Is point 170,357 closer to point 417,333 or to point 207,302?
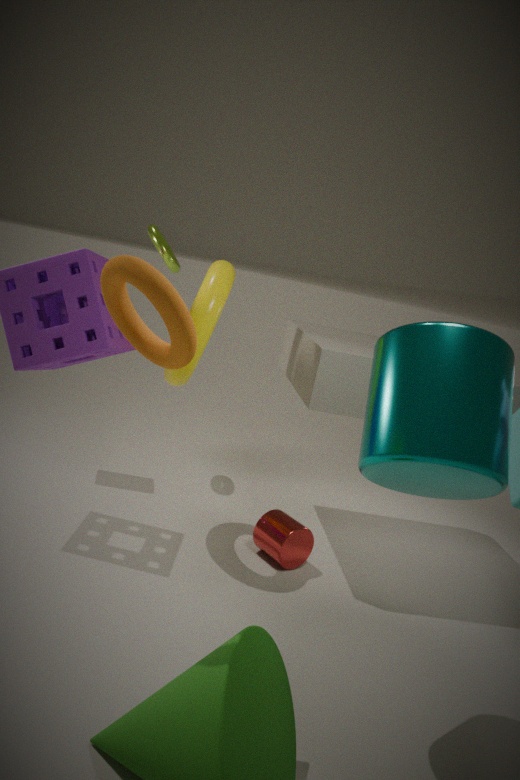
point 417,333
